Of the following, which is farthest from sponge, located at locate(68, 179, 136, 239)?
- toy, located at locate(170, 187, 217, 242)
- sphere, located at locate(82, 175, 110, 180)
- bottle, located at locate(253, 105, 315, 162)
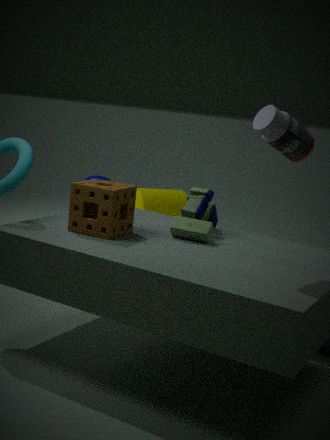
bottle, located at locate(253, 105, 315, 162)
